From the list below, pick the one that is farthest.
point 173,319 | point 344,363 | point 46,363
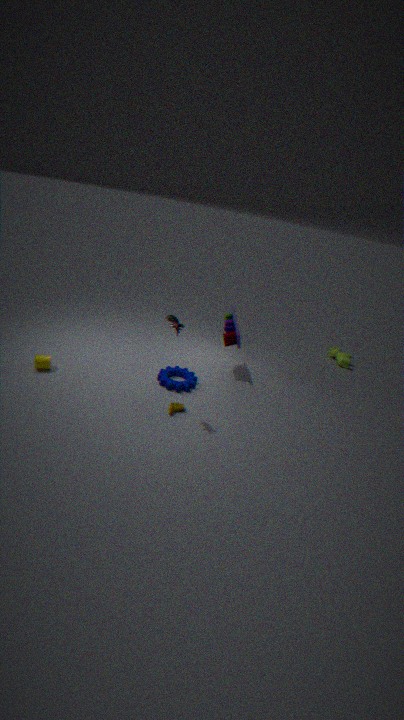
point 344,363
